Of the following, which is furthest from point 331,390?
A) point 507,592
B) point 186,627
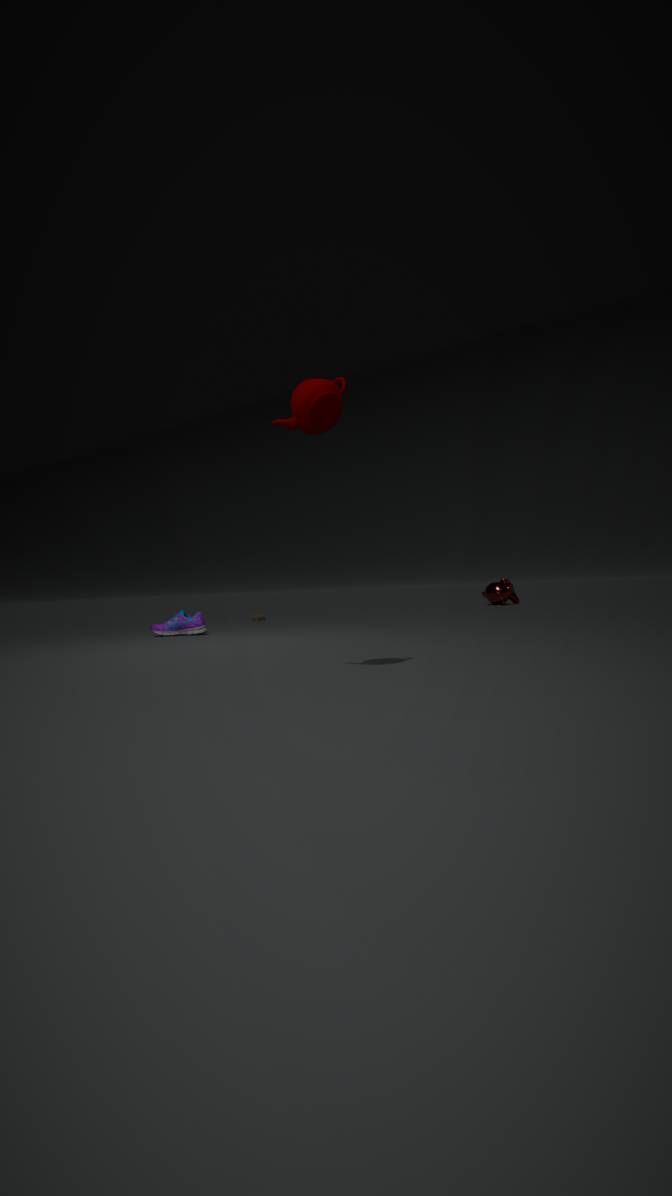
point 507,592
